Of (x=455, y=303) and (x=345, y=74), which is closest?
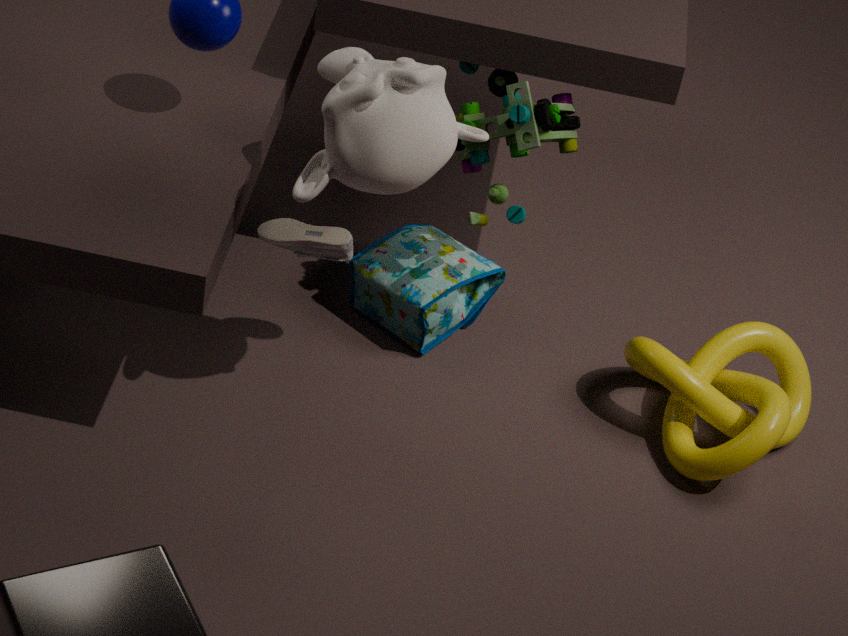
(x=345, y=74)
